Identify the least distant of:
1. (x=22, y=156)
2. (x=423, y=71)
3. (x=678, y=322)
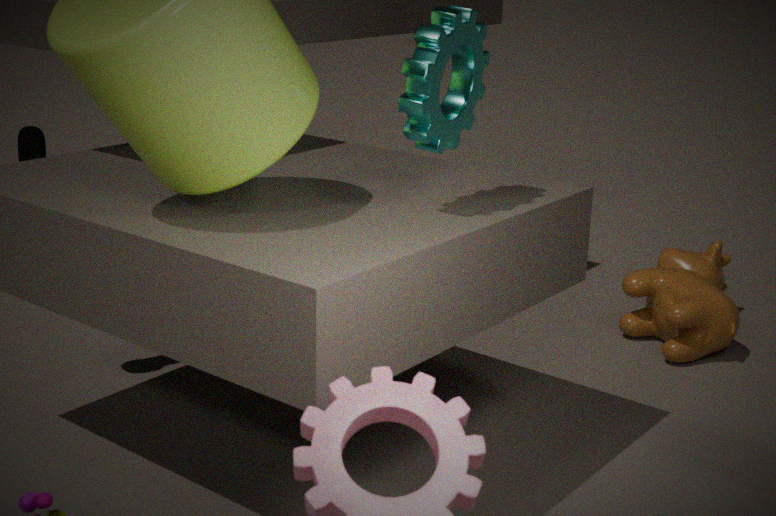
(x=423, y=71)
